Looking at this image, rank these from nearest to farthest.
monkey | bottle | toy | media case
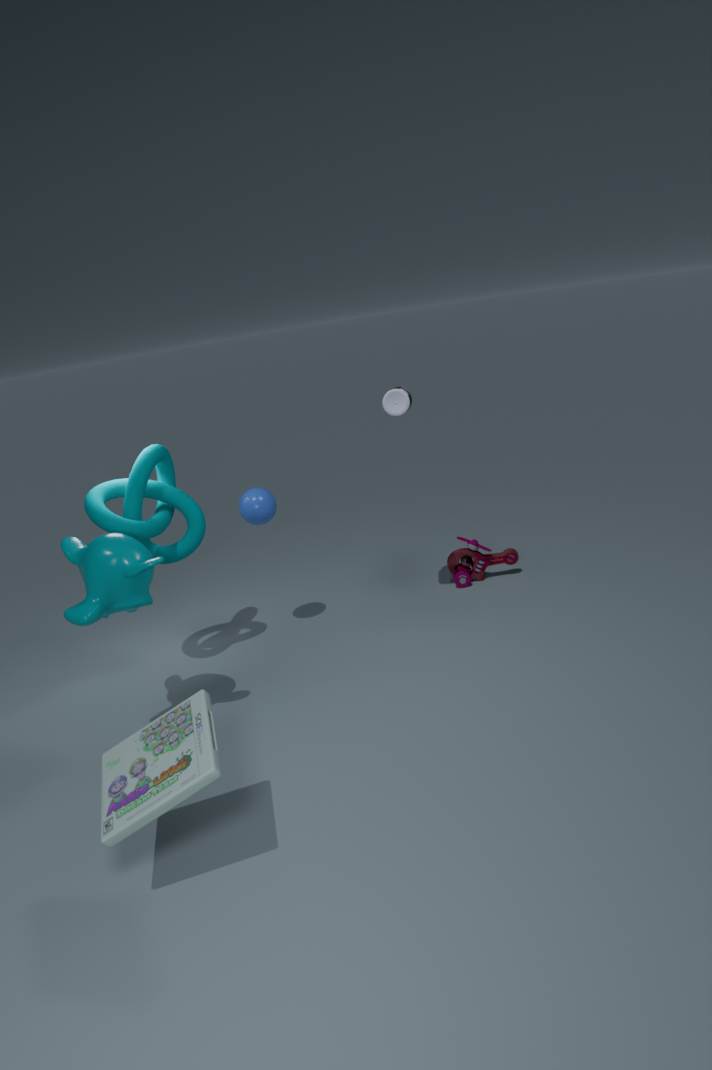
media case → monkey → bottle → toy
